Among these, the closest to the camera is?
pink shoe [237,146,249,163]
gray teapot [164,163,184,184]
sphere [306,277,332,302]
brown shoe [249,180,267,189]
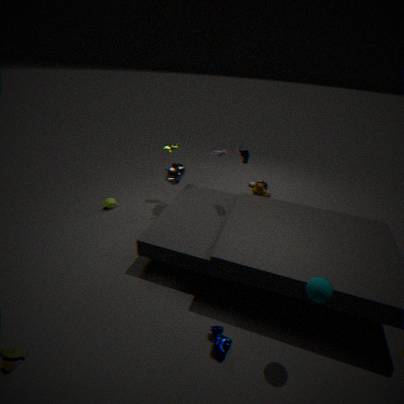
sphere [306,277,332,302]
